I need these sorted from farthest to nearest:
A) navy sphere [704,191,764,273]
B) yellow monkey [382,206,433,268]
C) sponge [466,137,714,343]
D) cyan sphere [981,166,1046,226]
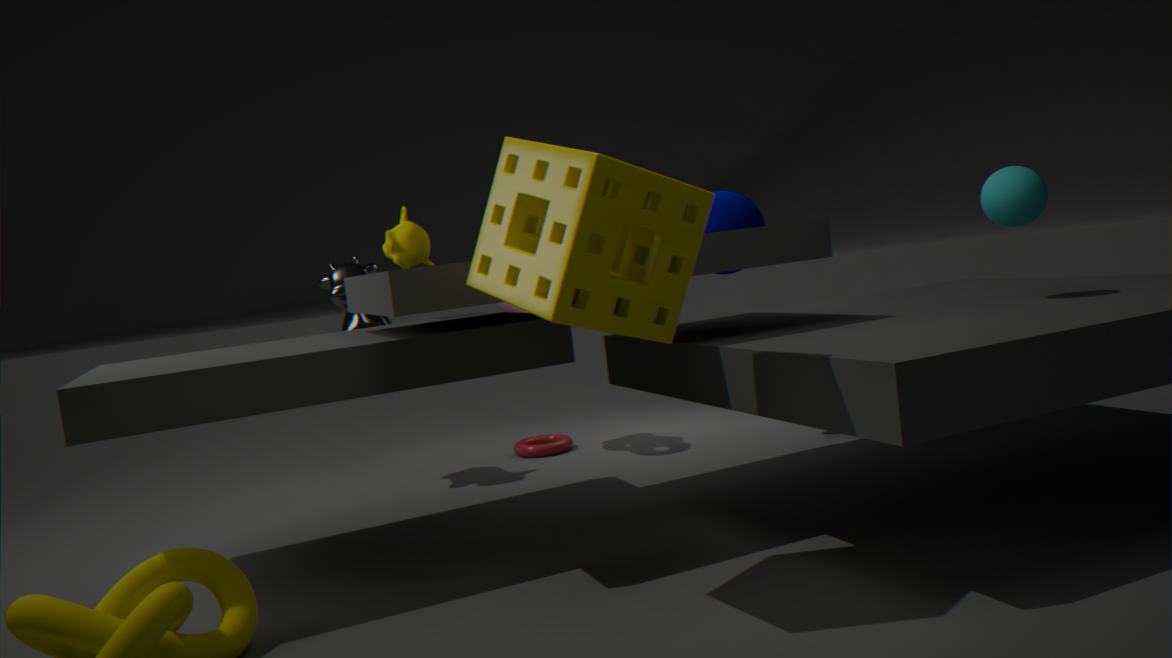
navy sphere [704,191,764,273] → yellow monkey [382,206,433,268] → cyan sphere [981,166,1046,226] → sponge [466,137,714,343]
